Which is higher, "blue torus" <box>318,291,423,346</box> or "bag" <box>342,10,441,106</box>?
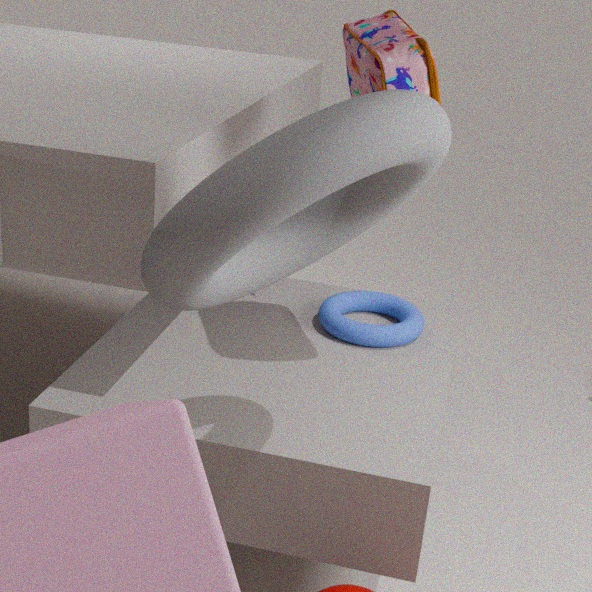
"bag" <box>342,10,441,106</box>
